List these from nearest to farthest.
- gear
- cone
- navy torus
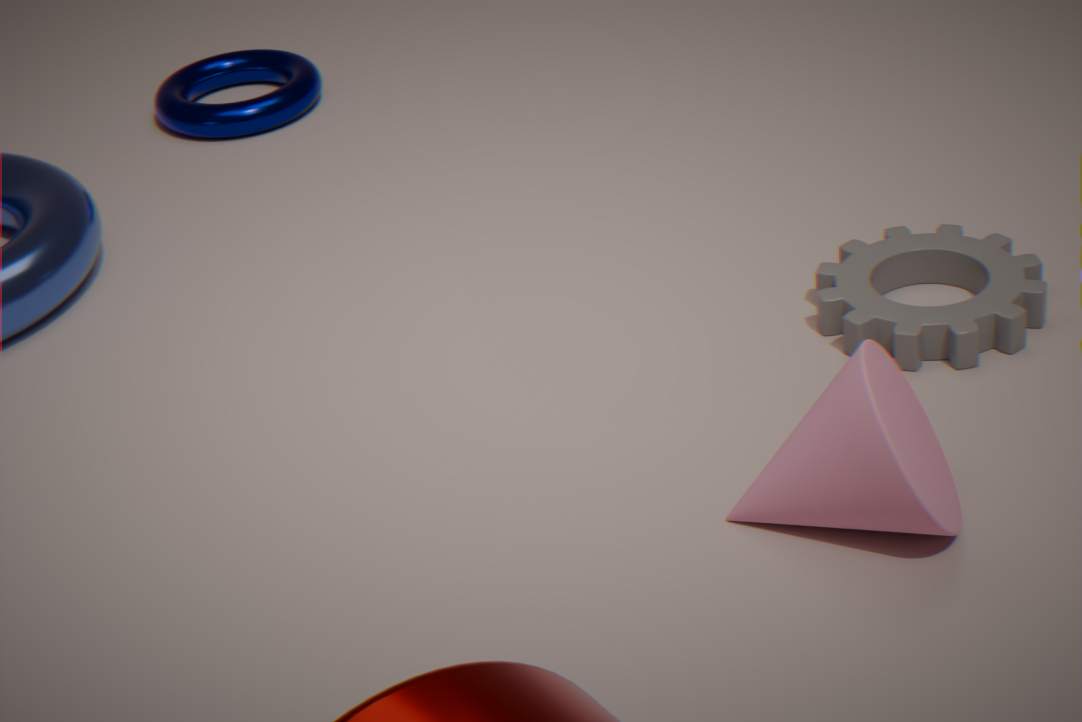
cone → gear → navy torus
